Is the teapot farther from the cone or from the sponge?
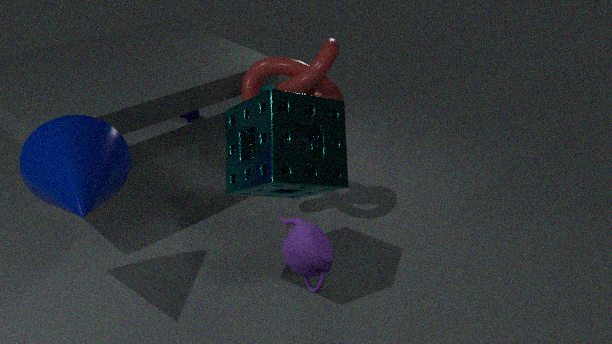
the cone
